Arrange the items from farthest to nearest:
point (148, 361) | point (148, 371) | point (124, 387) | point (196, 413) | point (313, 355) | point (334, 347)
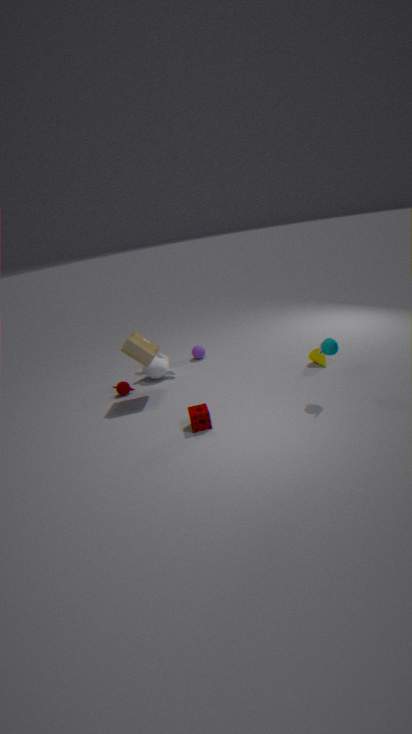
1. point (148, 371)
2. point (124, 387)
3. point (313, 355)
4. point (148, 361)
5. point (196, 413)
6. point (334, 347)
